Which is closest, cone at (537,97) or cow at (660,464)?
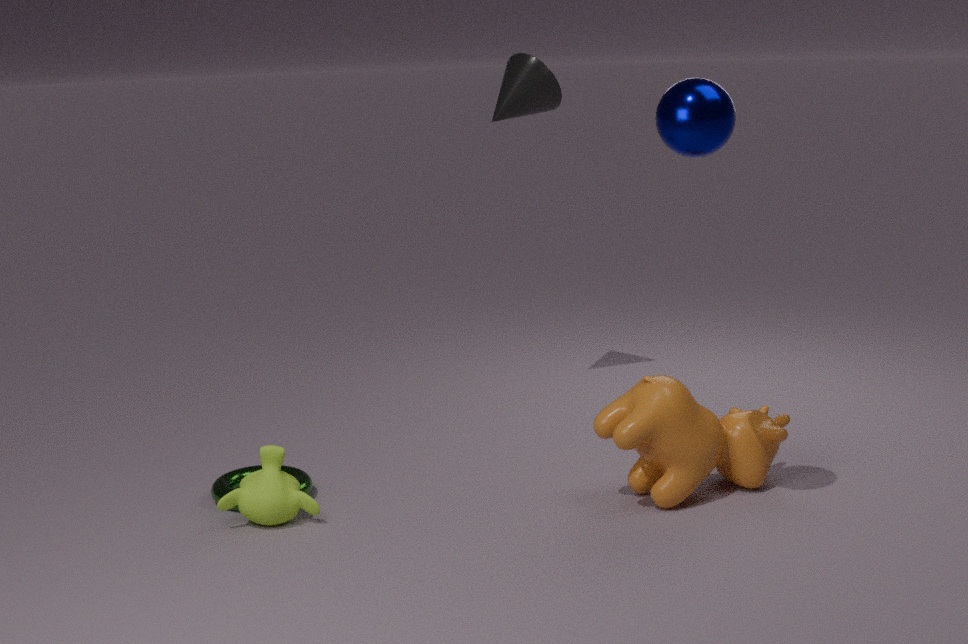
cow at (660,464)
